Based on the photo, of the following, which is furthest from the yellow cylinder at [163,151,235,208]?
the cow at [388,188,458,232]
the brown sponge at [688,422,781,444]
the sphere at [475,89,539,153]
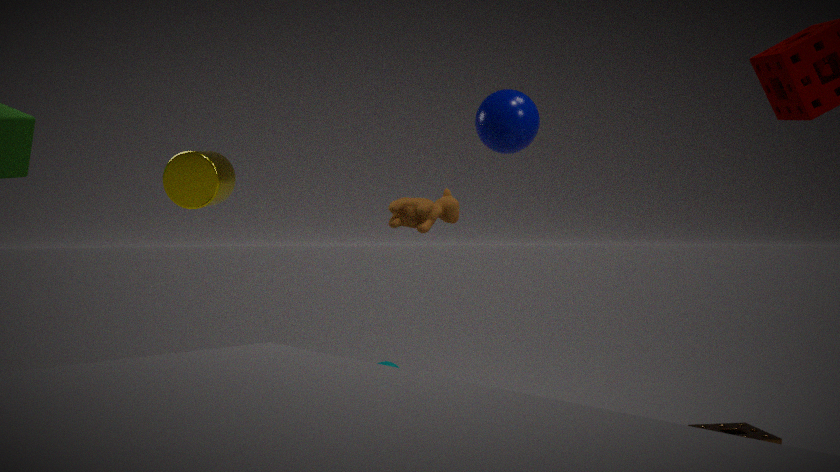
the brown sponge at [688,422,781,444]
